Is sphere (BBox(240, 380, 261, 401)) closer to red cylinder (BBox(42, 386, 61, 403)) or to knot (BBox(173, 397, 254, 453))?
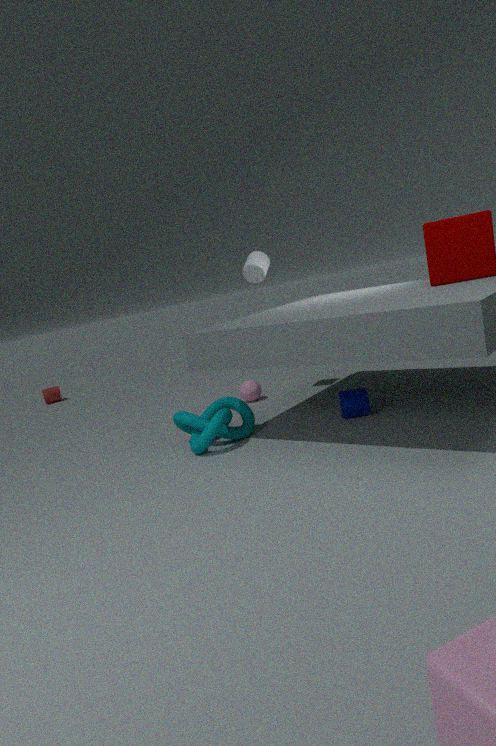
knot (BBox(173, 397, 254, 453))
